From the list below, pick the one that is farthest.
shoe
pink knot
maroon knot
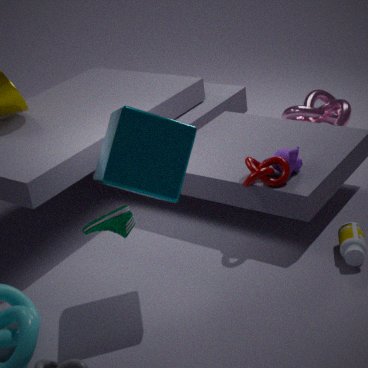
pink knot
